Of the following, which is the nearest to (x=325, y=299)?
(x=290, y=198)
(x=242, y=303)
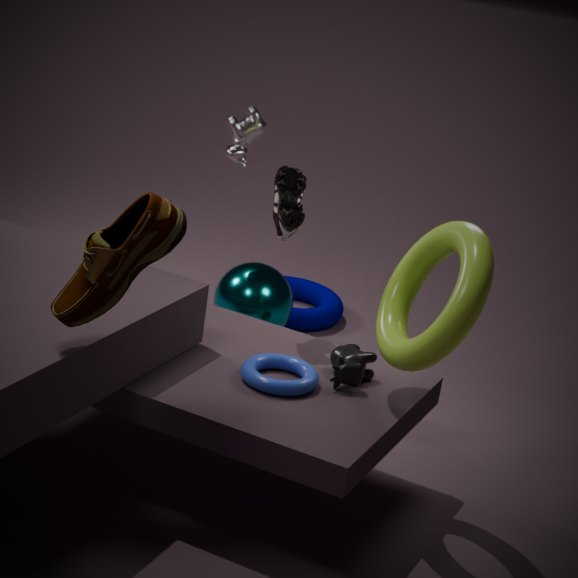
(x=242, y=303)
